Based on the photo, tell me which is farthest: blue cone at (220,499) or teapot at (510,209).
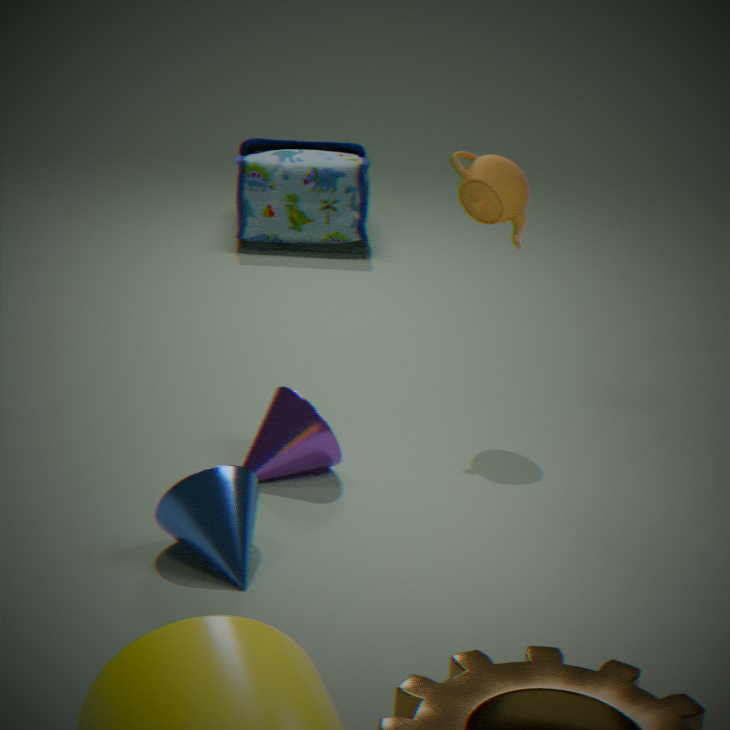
teapot at (510,209)
